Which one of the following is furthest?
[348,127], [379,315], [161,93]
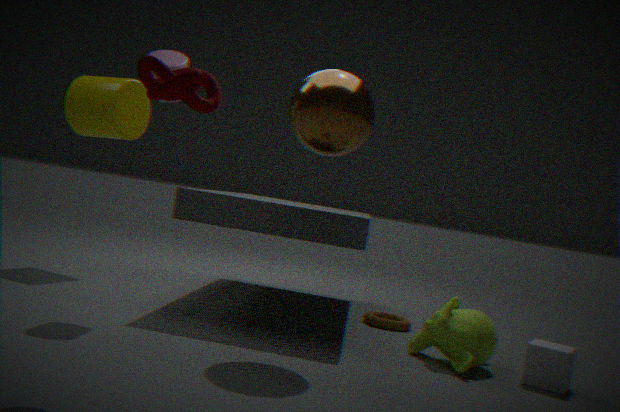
[379,315]
